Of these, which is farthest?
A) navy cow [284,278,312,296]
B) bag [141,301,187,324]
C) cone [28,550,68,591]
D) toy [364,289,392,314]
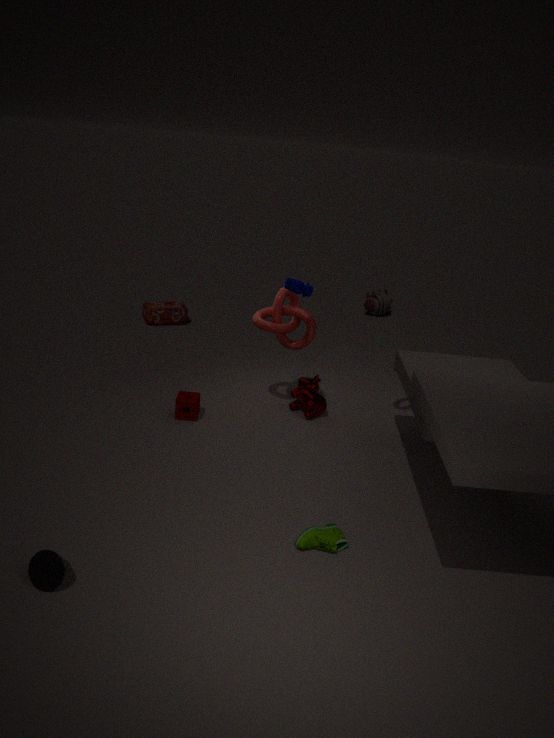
toy [364,289,392,314]
